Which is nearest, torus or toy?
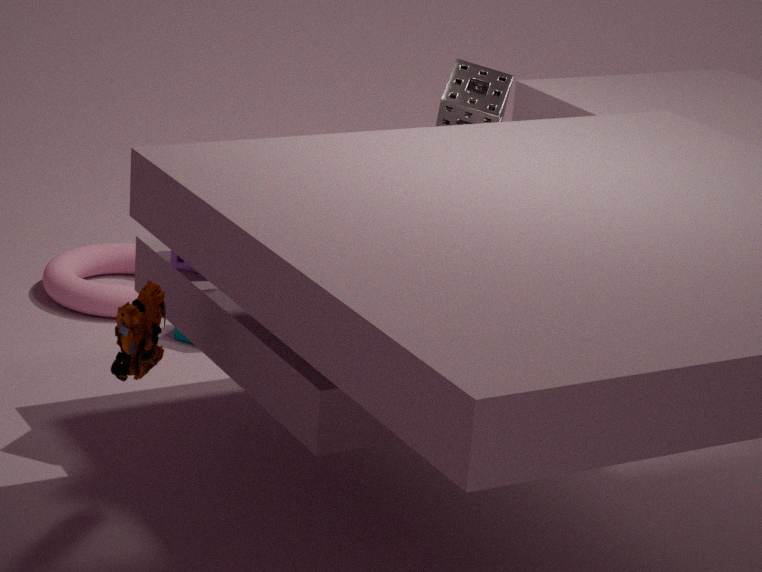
toy
